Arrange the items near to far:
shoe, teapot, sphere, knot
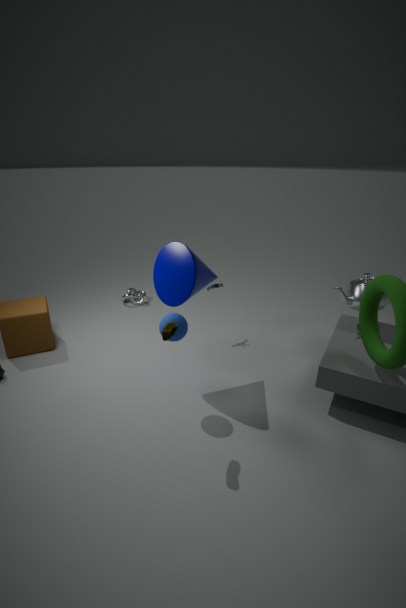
shoe
sphere
teapot
knot
